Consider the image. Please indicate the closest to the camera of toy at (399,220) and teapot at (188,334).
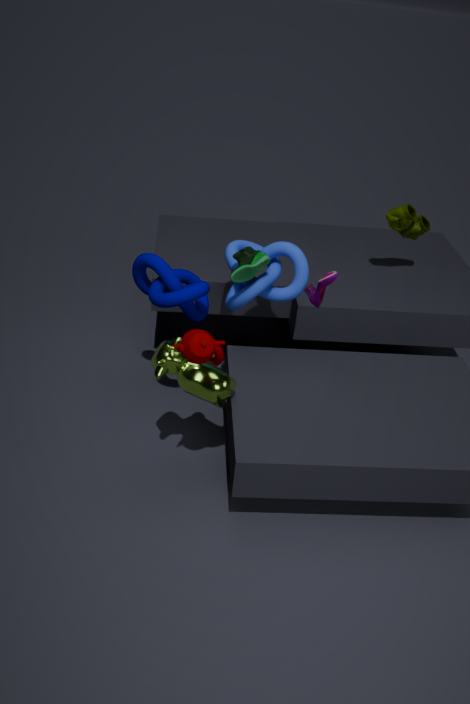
teapot at (188,334)
